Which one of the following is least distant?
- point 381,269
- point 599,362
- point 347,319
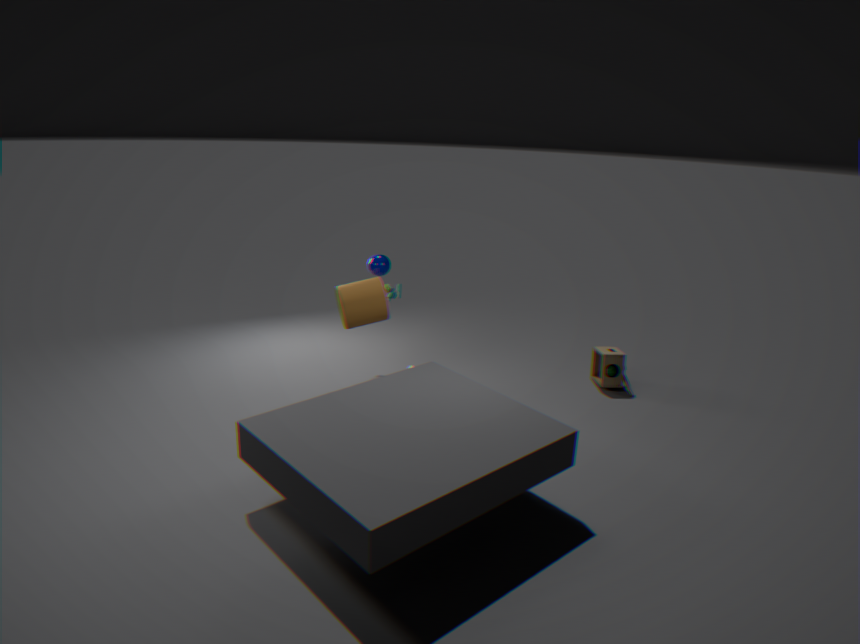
point 347,319
